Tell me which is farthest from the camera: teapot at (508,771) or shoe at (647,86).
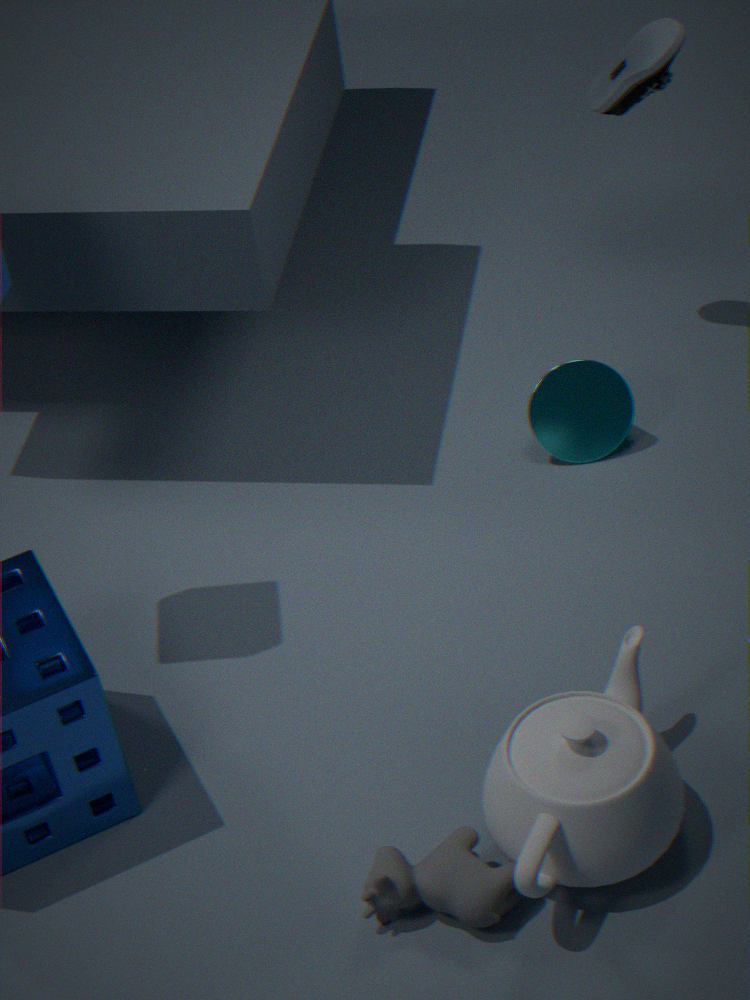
shoe at (647,86)
